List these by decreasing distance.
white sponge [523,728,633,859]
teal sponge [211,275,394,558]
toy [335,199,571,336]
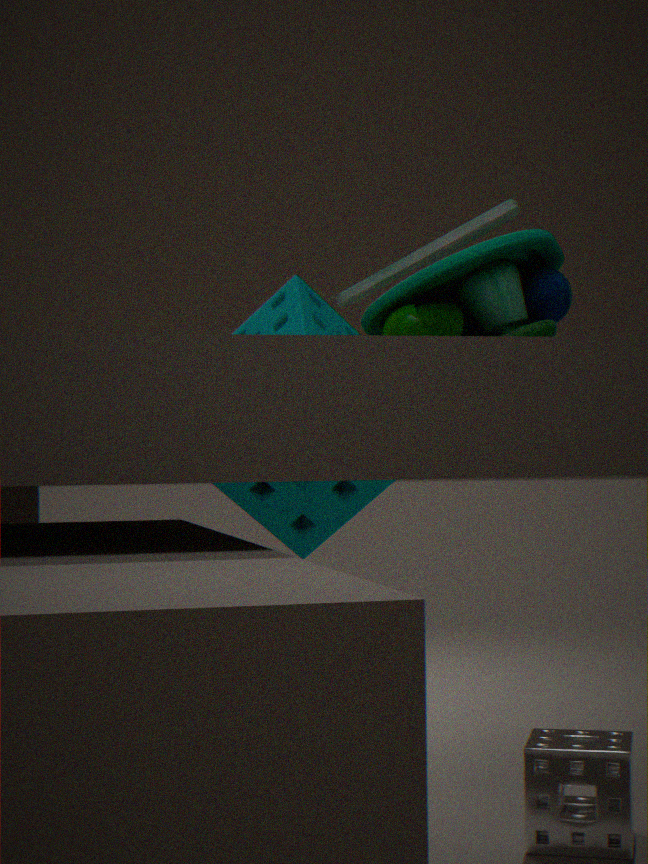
teal sponge [211,275,394,558] < white sponge [523,728,633,859] < toy [335,199,571,336]
